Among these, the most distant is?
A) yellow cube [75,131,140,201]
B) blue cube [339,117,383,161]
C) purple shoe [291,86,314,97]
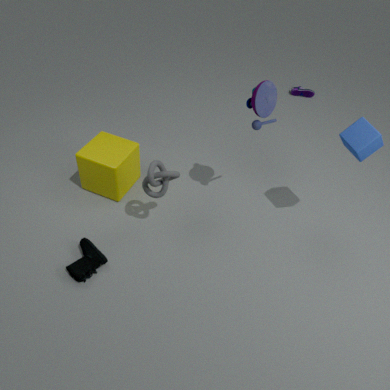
purple shoe [291,86,314,97]
